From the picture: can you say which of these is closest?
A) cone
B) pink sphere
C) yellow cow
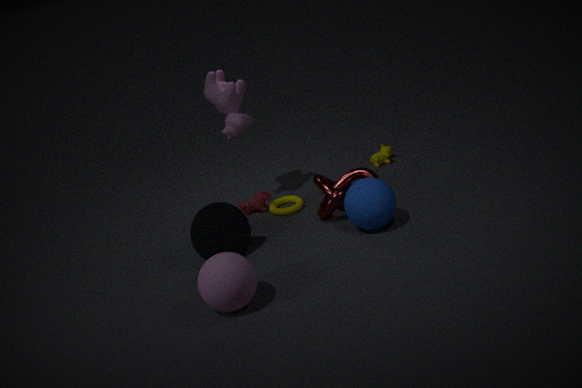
pink sphere
